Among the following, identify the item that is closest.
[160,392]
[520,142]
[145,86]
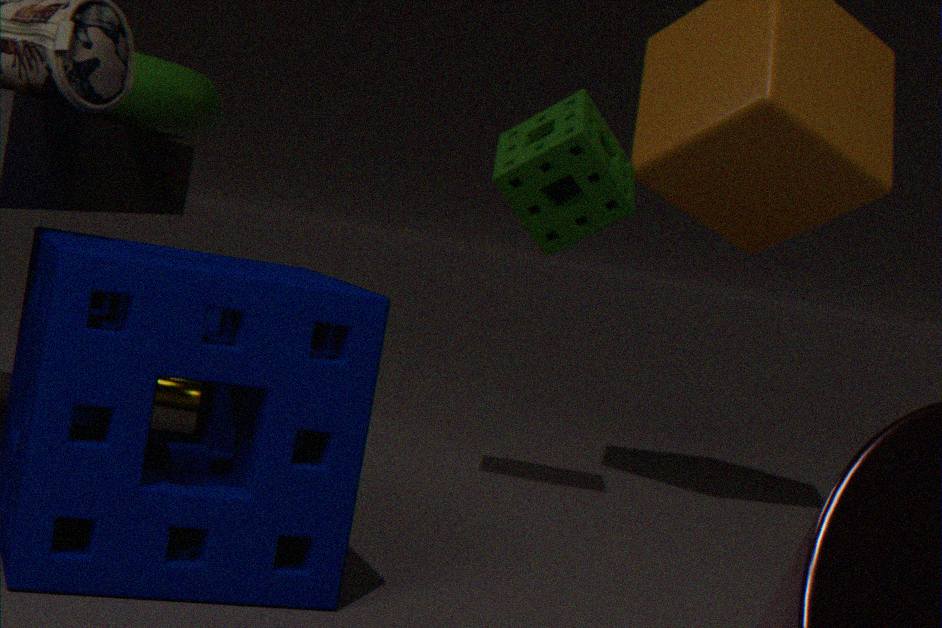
[145,86]
